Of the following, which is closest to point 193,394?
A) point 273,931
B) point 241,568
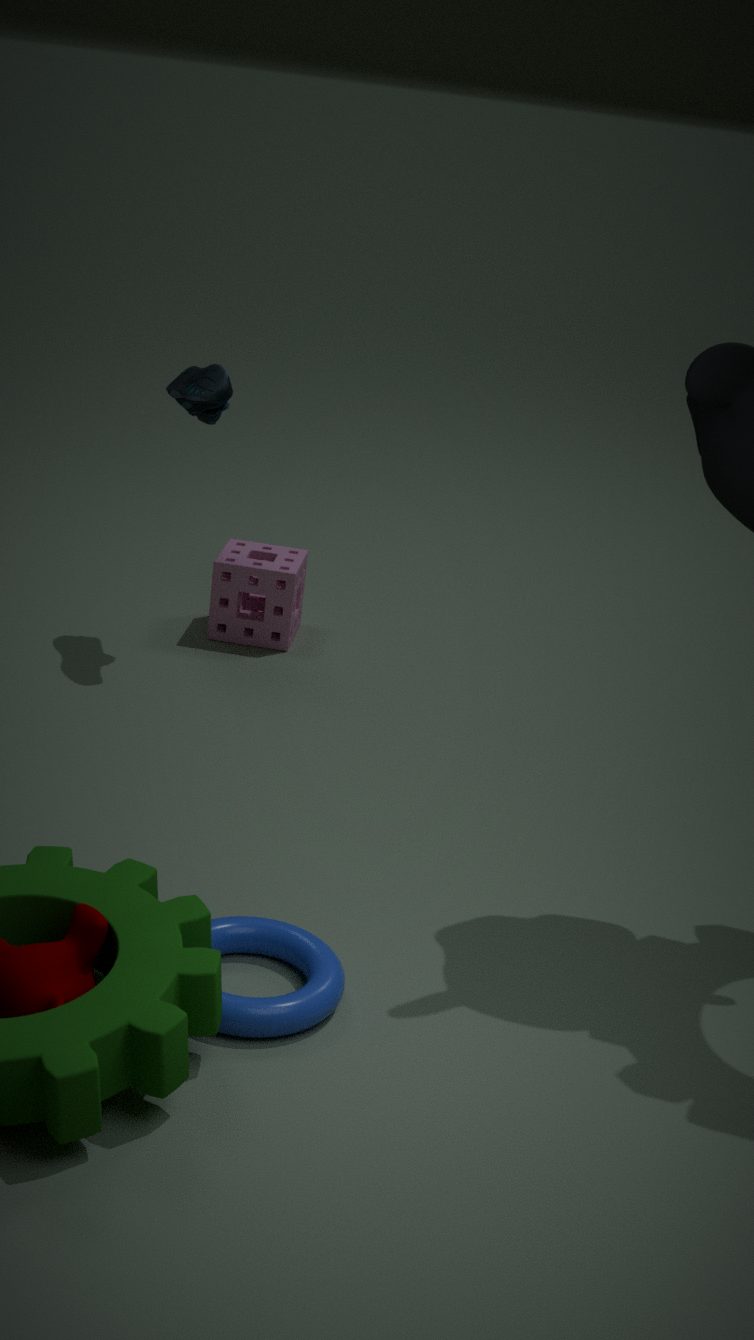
point 241,568
